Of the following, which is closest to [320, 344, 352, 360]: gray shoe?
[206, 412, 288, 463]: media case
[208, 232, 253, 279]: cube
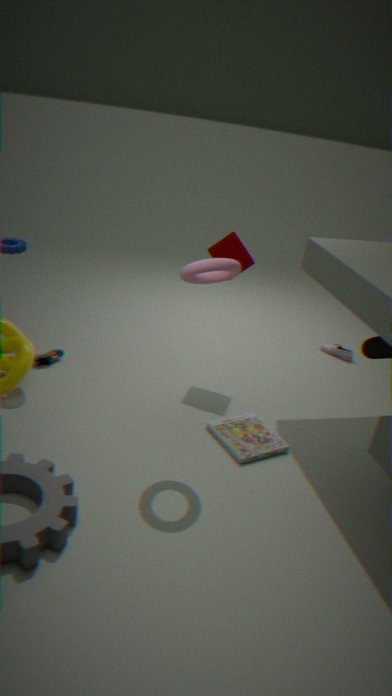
[208, 232, 253, 279]: cube
